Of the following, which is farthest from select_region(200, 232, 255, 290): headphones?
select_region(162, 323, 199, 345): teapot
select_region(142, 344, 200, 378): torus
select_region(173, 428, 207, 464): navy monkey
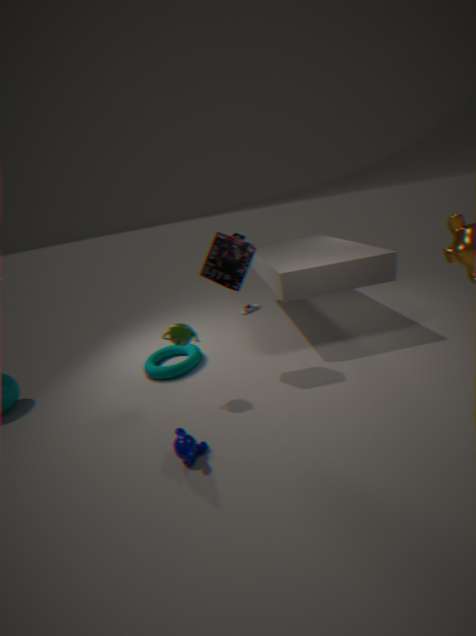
select_region(173, 428, 207, 464): navy monkey
